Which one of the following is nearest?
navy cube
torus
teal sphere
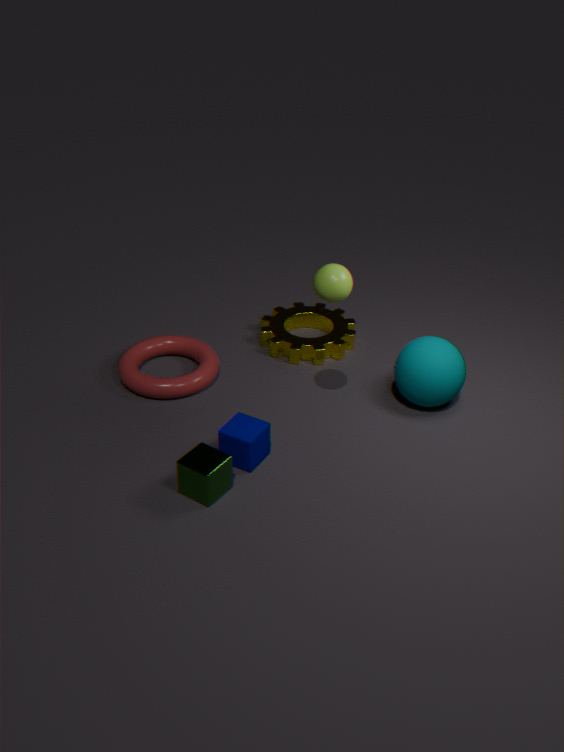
navy cube
